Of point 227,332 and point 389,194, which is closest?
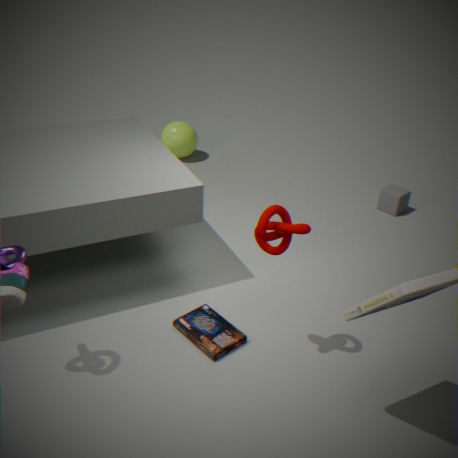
point 227,332
